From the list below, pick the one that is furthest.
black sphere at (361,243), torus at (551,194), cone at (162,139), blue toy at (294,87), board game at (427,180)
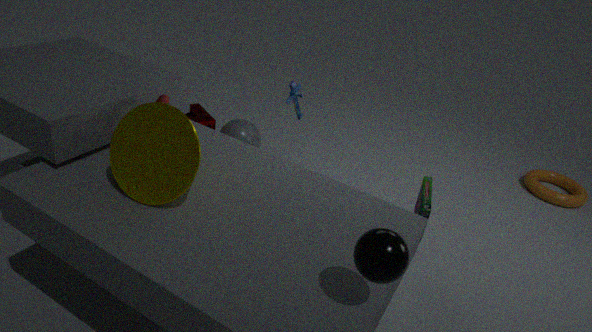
torus at (551,194)
